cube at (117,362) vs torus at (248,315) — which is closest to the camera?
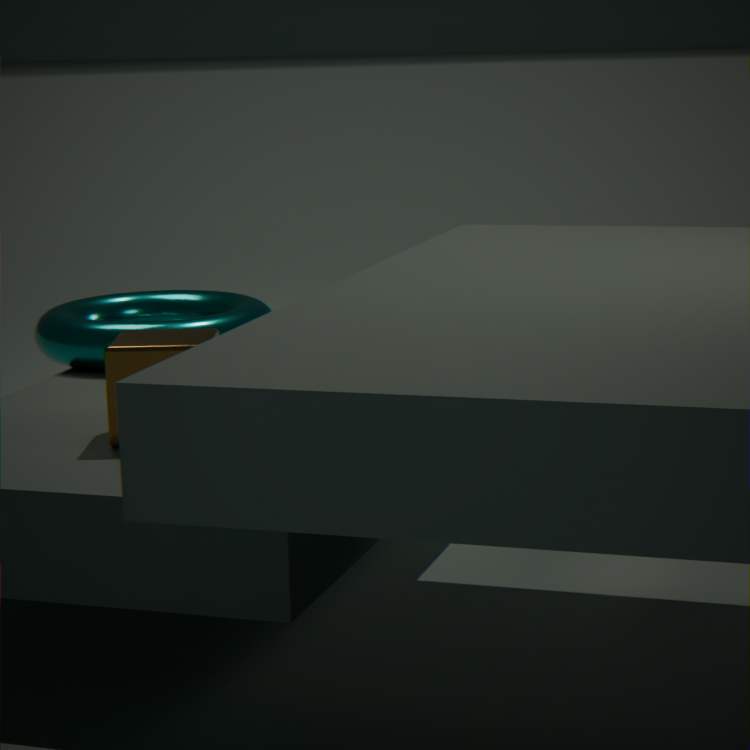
cube at (117,362)
